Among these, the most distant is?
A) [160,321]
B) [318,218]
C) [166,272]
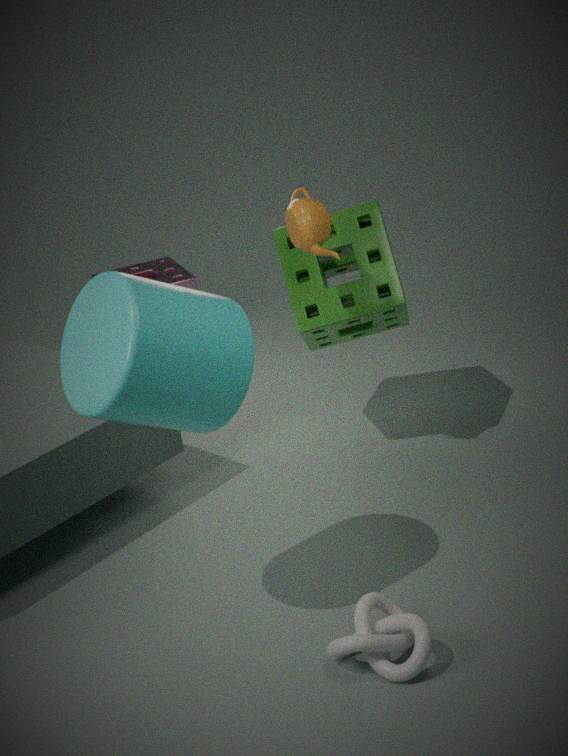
[166,272]
